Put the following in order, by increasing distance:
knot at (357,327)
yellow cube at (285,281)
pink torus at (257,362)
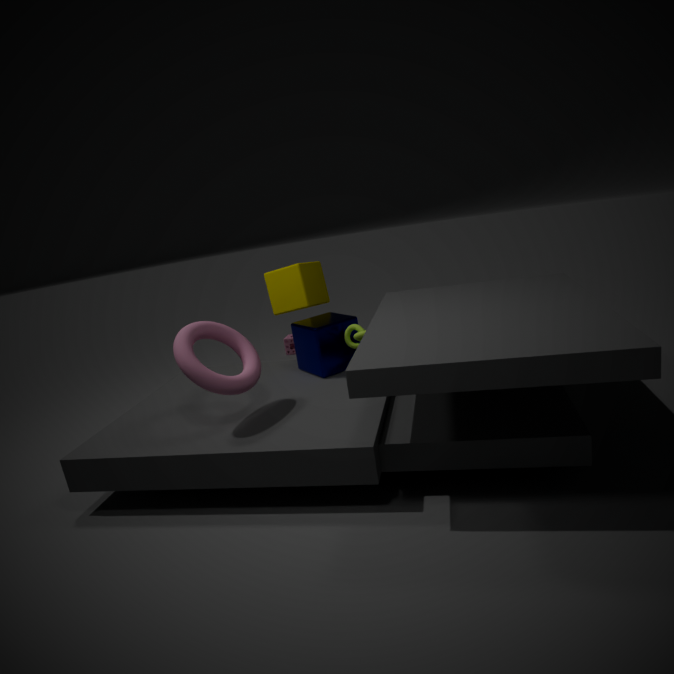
pink torus at (257,362), knot at (357,327), yellow cube at (285,281)
